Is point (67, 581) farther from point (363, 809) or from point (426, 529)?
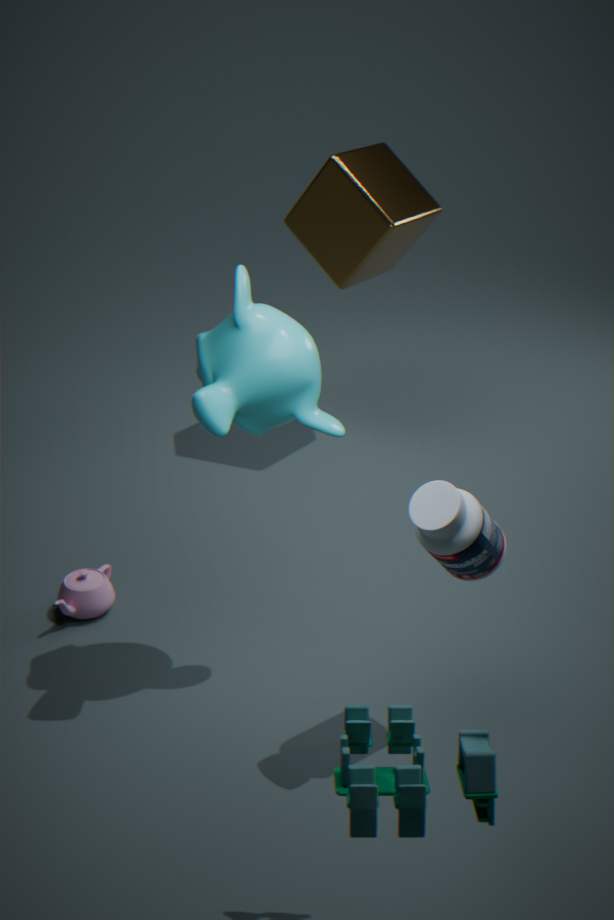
point (363, 809)
